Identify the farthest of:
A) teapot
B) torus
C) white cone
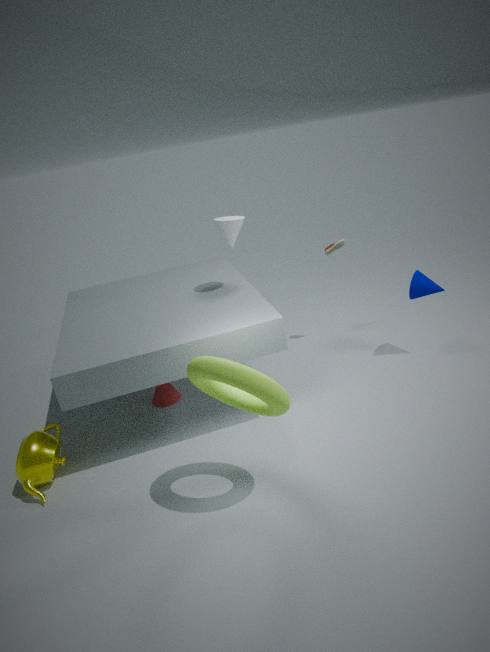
white cone
